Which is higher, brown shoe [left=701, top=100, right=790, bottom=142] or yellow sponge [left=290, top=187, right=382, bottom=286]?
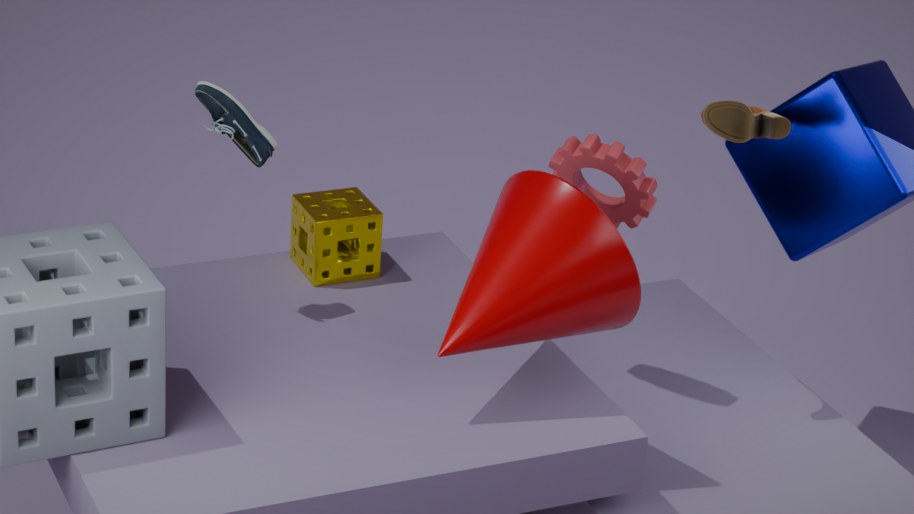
brown shoe [left=701, top=100, right=790, bottom=142]
